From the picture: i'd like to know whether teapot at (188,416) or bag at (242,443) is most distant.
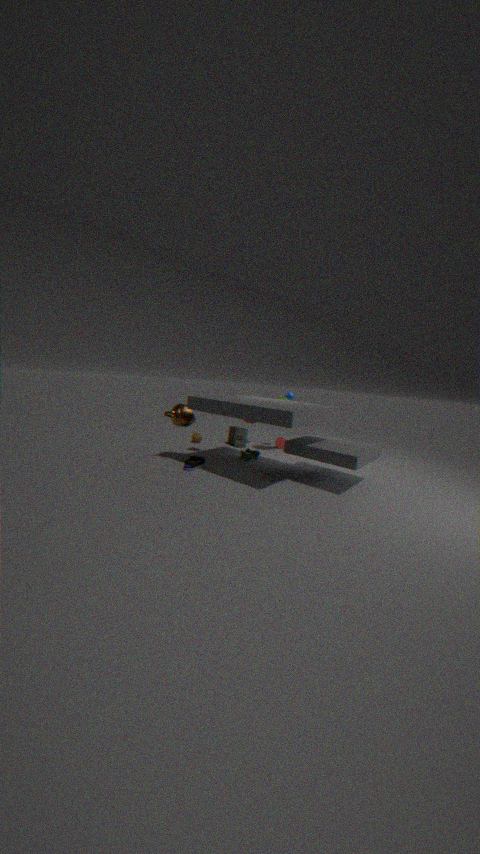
bag at (242,443)
